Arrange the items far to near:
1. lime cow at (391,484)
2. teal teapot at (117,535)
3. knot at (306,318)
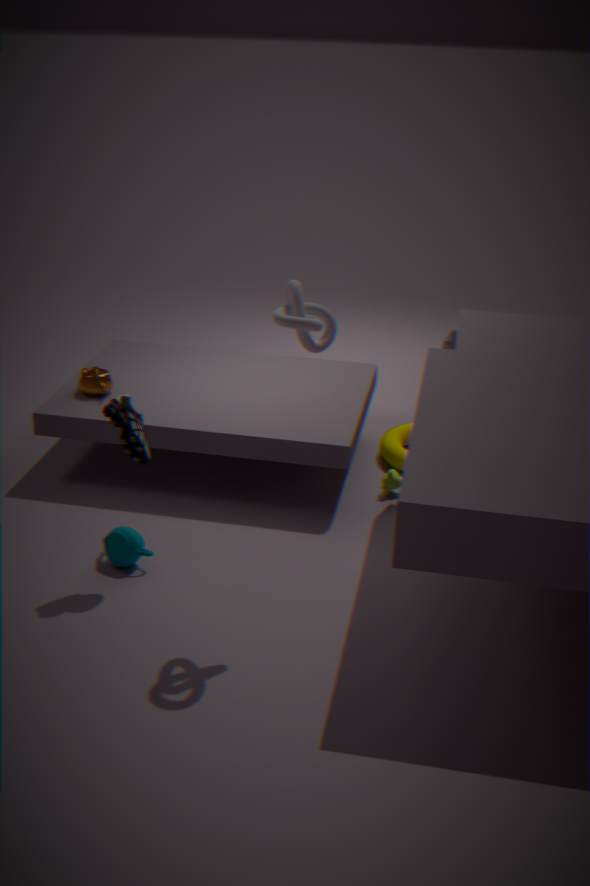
lime cow at (391,484) → teal teapot at (117,535) → knot at (306,318)
